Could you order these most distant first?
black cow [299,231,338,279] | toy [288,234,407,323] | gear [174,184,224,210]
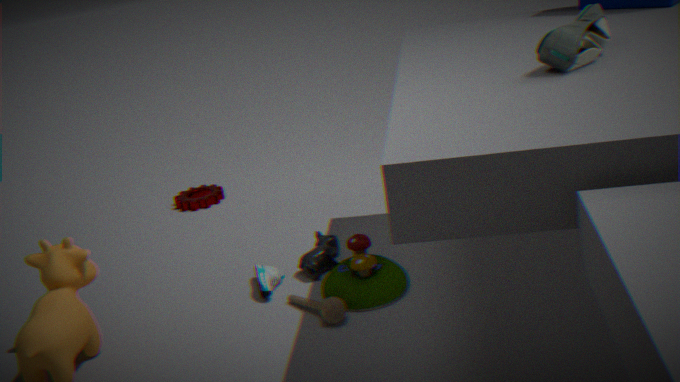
1. gear [174,184,224,210]
2. black cow [299,231,338,279]
3. toy [288,234,407,323]
